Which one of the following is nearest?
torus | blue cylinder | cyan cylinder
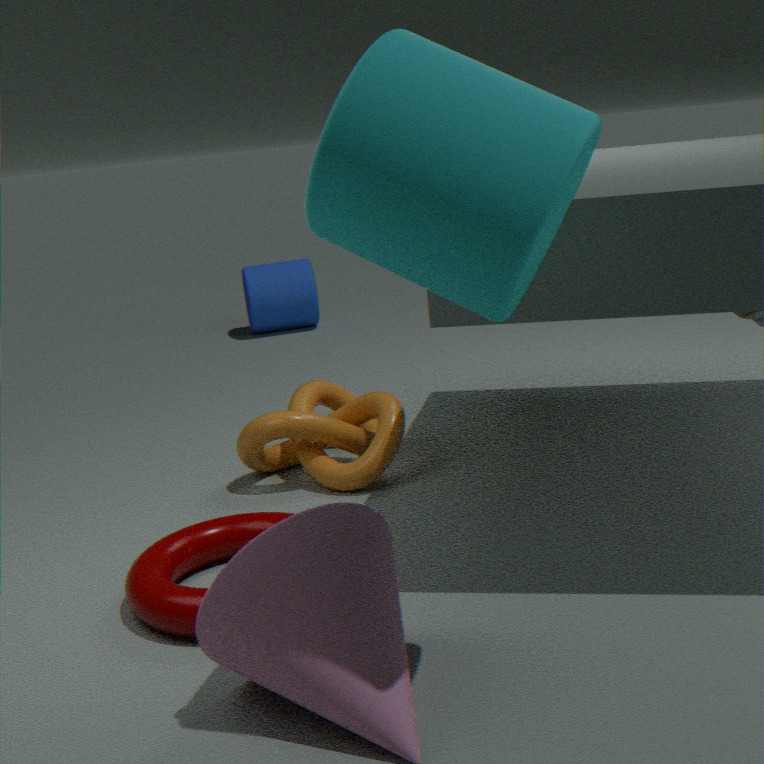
cyan cylinder
